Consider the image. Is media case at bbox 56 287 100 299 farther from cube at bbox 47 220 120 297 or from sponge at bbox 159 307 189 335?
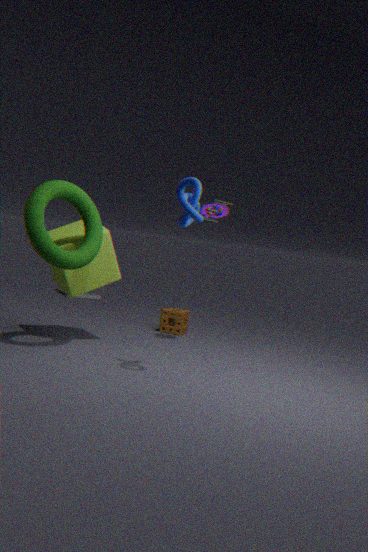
cube at bbox 47 220 120 297
